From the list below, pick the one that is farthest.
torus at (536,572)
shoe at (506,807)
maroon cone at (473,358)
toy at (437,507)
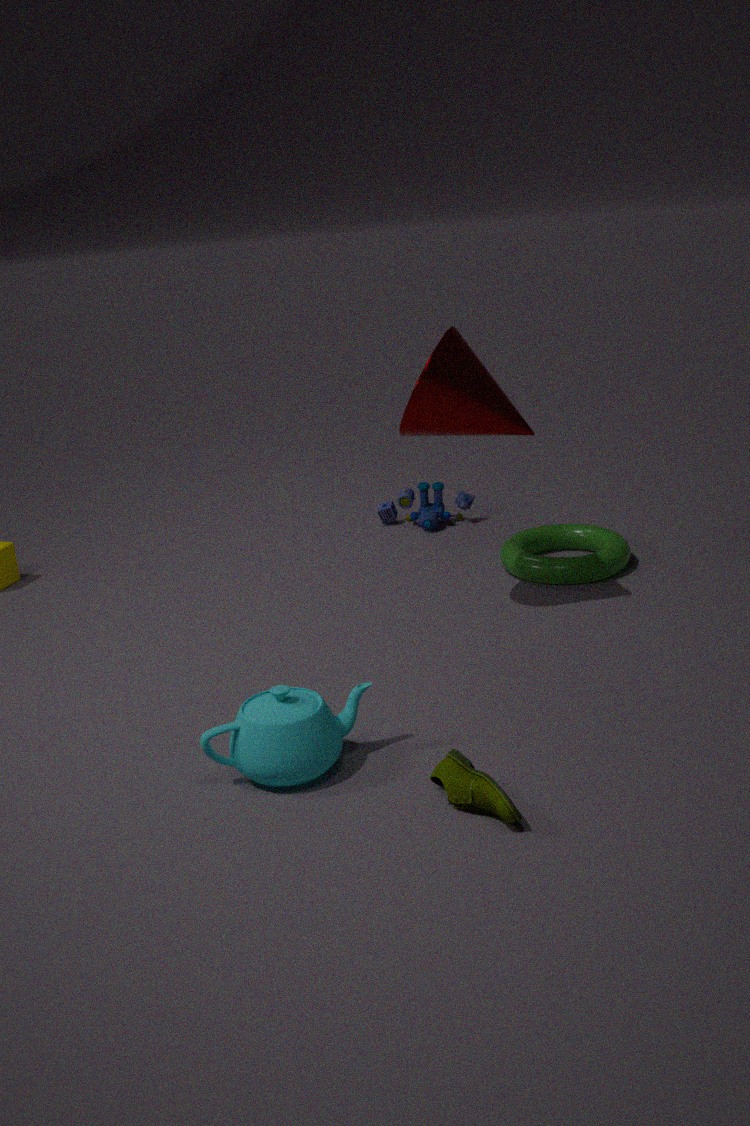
toy at (437,507)
